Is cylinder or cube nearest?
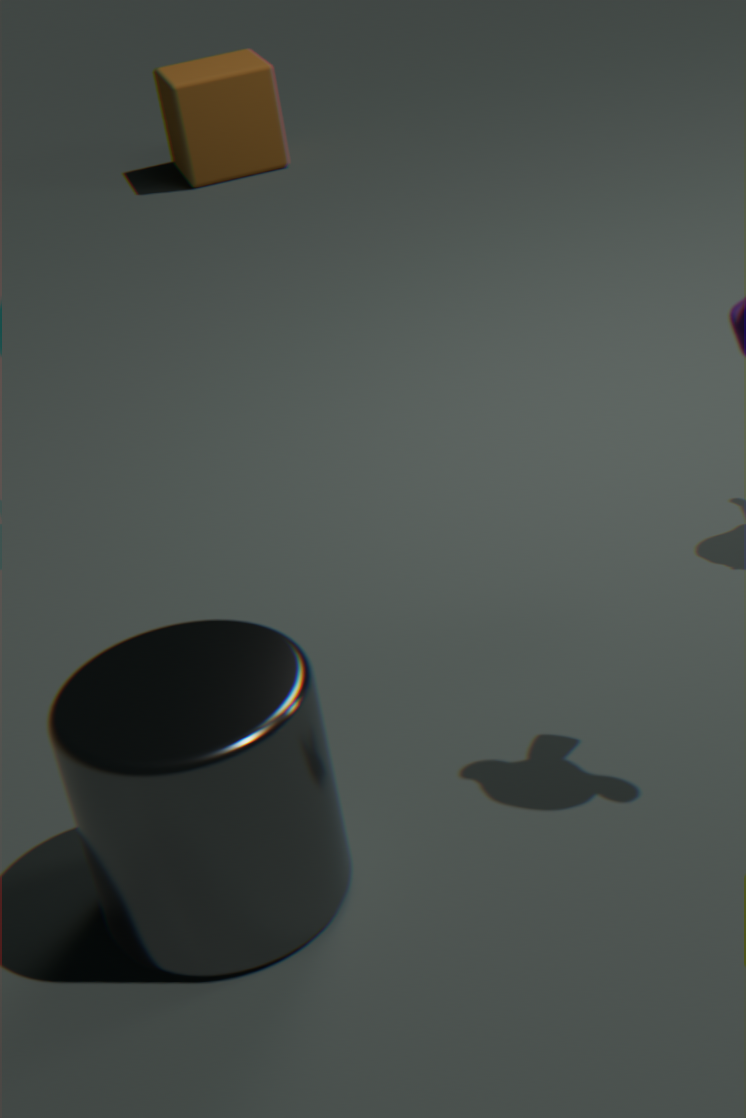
cylinder
